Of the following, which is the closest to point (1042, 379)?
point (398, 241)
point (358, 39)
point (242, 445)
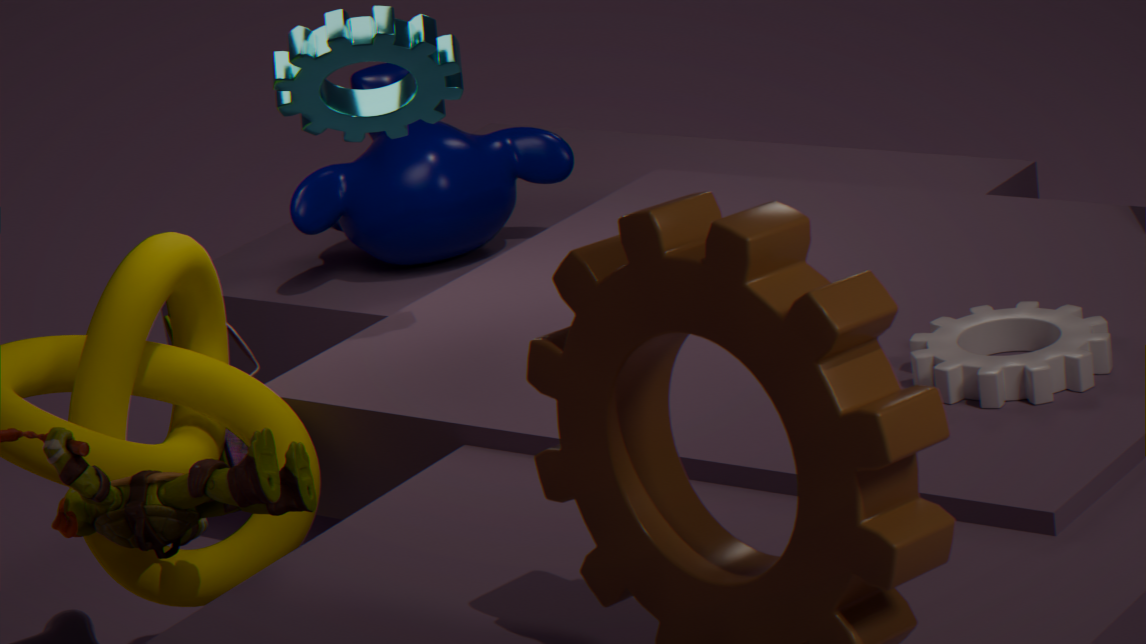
point (358, 39)
